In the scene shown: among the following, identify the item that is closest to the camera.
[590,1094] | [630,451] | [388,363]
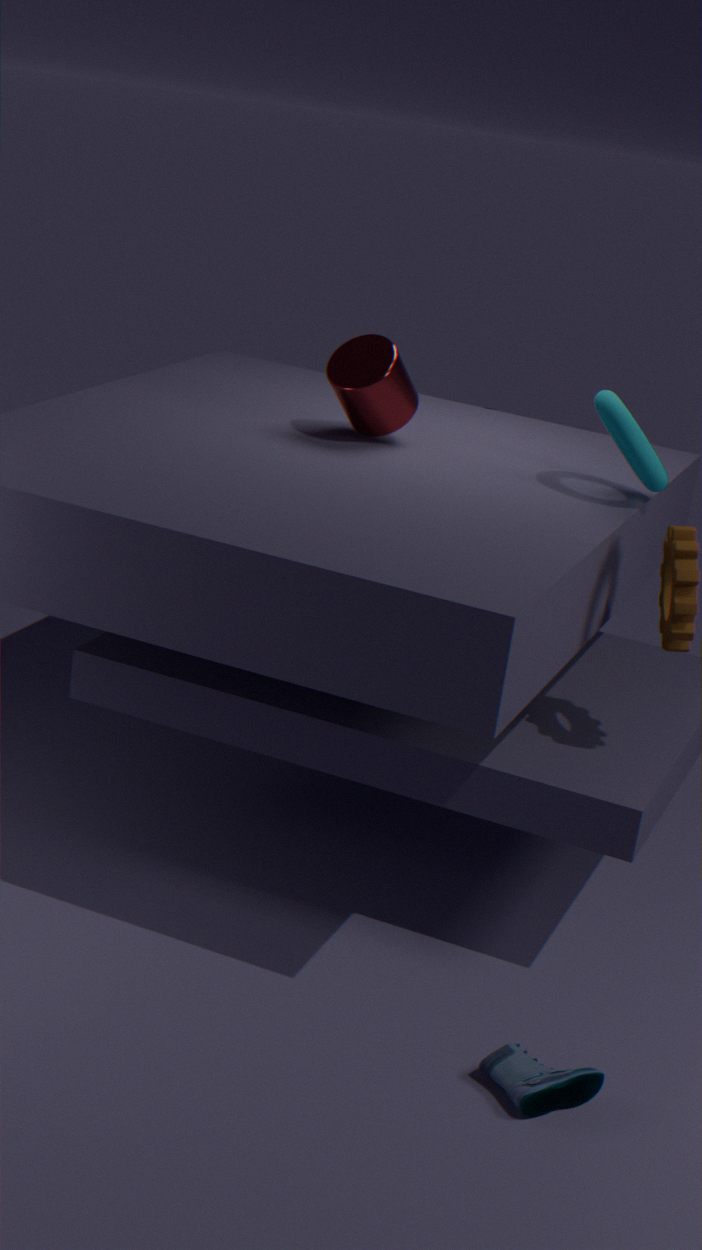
[590,1094]
